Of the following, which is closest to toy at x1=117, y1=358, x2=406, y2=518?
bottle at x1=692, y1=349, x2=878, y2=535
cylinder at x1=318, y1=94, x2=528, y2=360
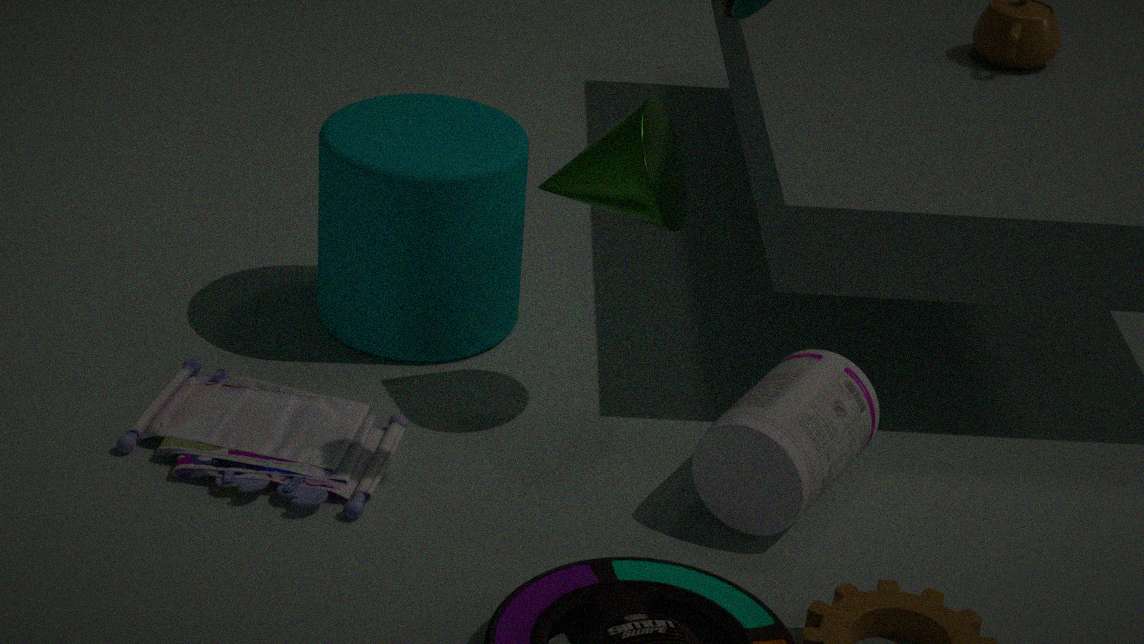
cylinder at x1=318, y1=94, x2=528, y2=360
